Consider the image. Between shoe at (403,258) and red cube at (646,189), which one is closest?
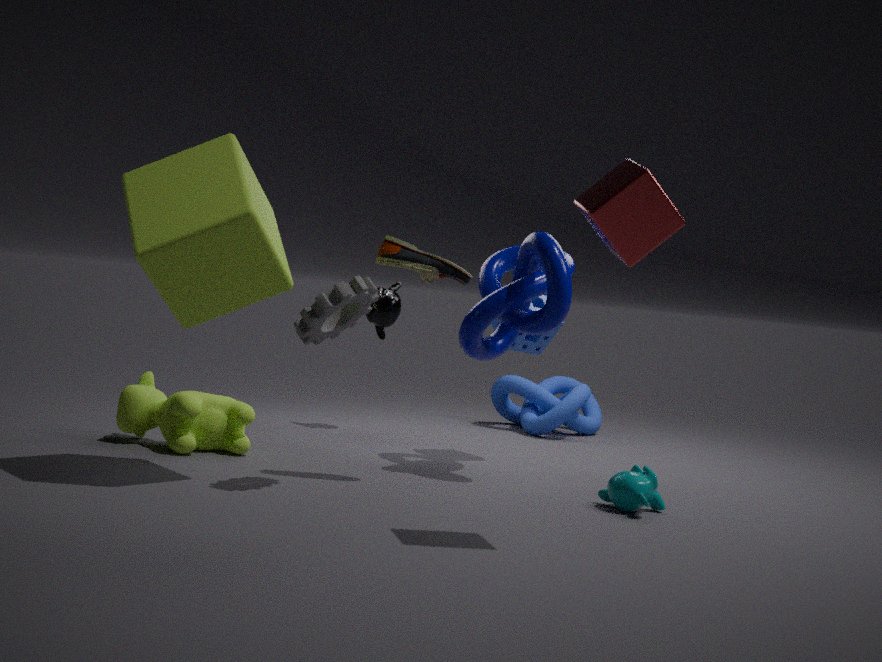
red cube at (646,189)
